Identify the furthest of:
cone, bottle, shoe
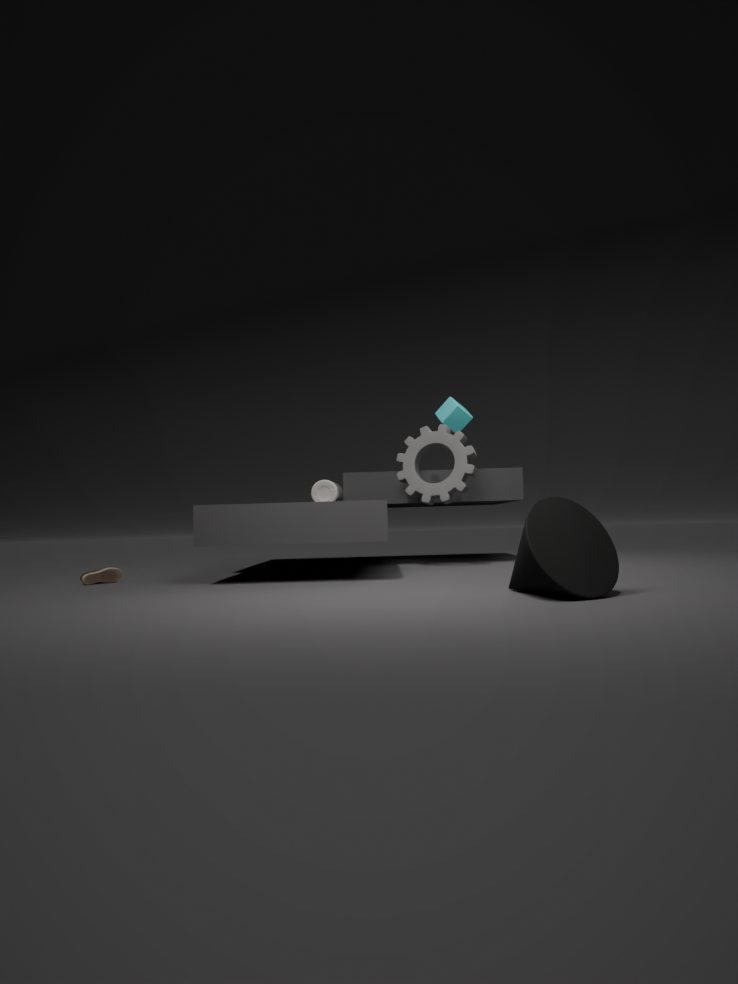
bottle
